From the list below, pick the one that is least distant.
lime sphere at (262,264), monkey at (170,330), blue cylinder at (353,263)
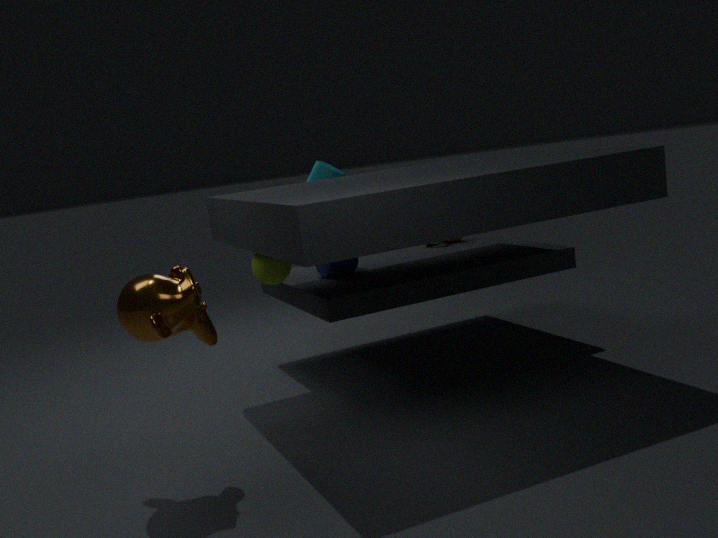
monkey at (170,330)
